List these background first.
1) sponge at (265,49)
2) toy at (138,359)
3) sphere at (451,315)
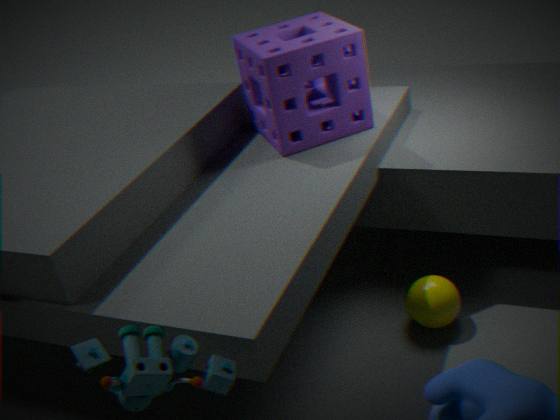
1. sponge at (265,49), 3. sphere at (451,315), 2. toy at (138,359)
